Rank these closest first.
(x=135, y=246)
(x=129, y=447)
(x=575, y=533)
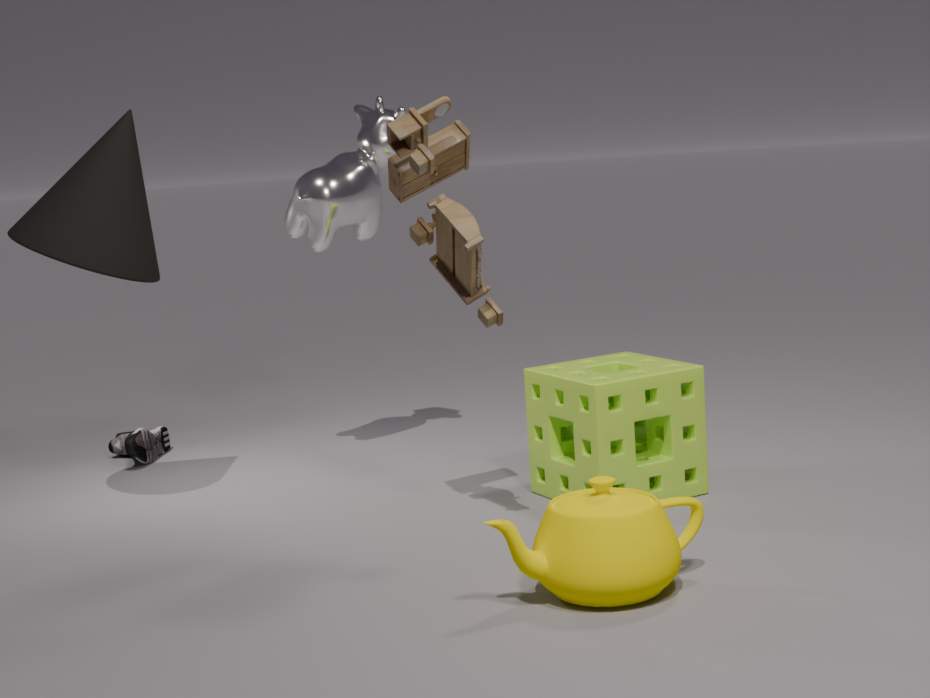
(x=575, y=533), (x=135, y=246), (x=129, y=447)
